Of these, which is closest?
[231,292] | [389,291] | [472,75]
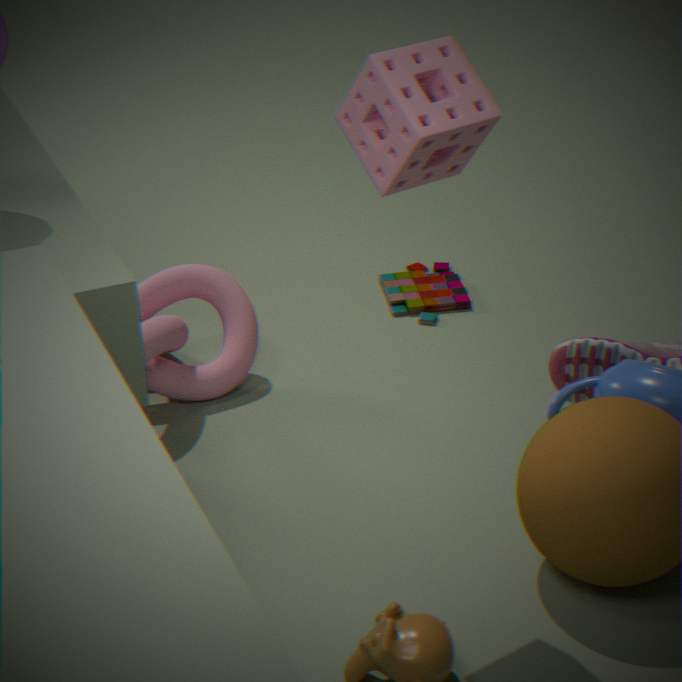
[472,75]
